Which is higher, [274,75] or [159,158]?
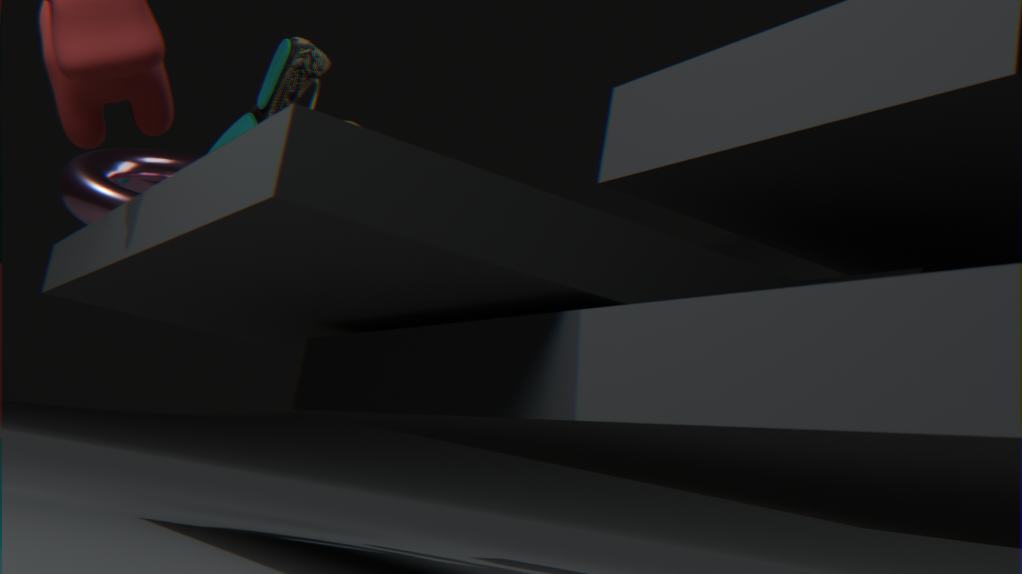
[274,75]
